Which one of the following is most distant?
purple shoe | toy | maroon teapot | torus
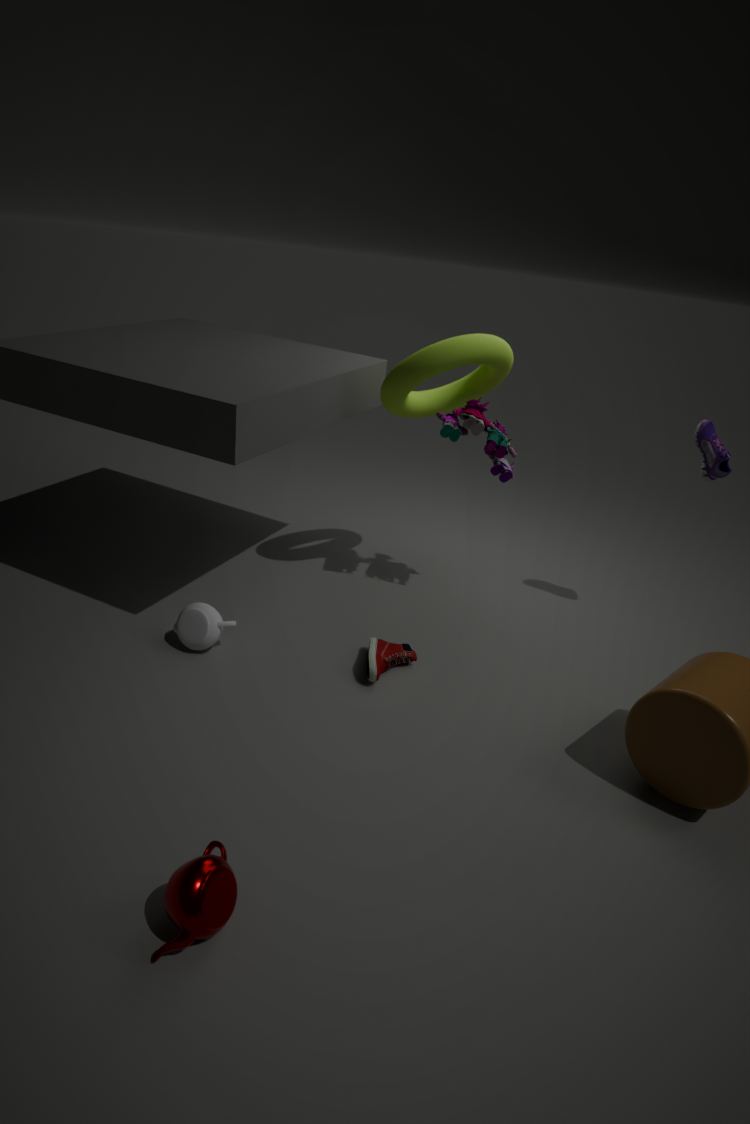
purple shoe
